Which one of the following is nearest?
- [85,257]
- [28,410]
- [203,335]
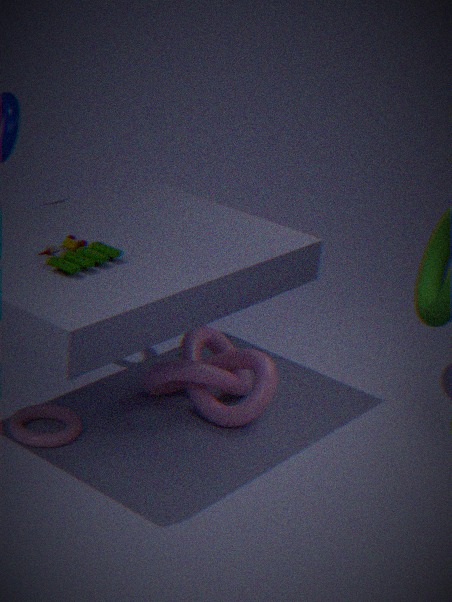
[85,257]
